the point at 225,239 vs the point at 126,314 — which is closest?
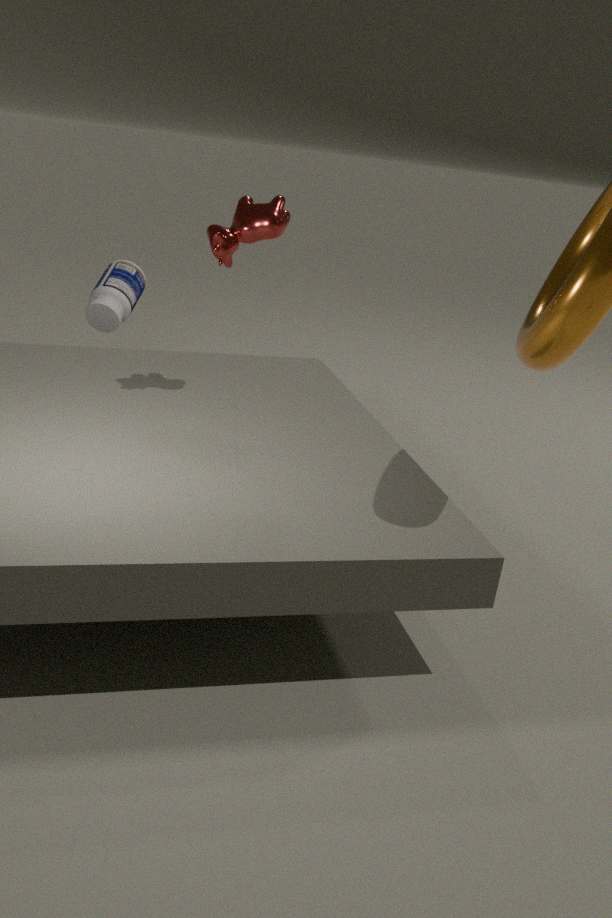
the point at 225,239
